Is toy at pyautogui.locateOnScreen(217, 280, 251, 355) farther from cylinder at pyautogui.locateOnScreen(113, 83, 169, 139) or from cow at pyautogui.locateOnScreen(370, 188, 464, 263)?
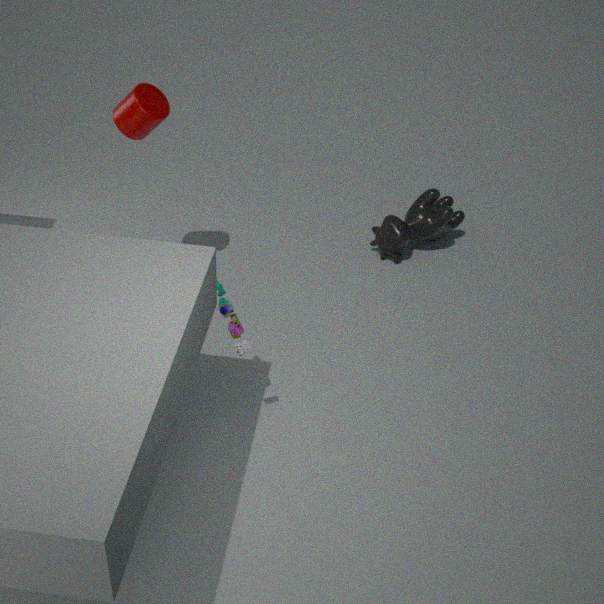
cow at pyautogui.locateOnScreen(370, 188, 464, 263)
